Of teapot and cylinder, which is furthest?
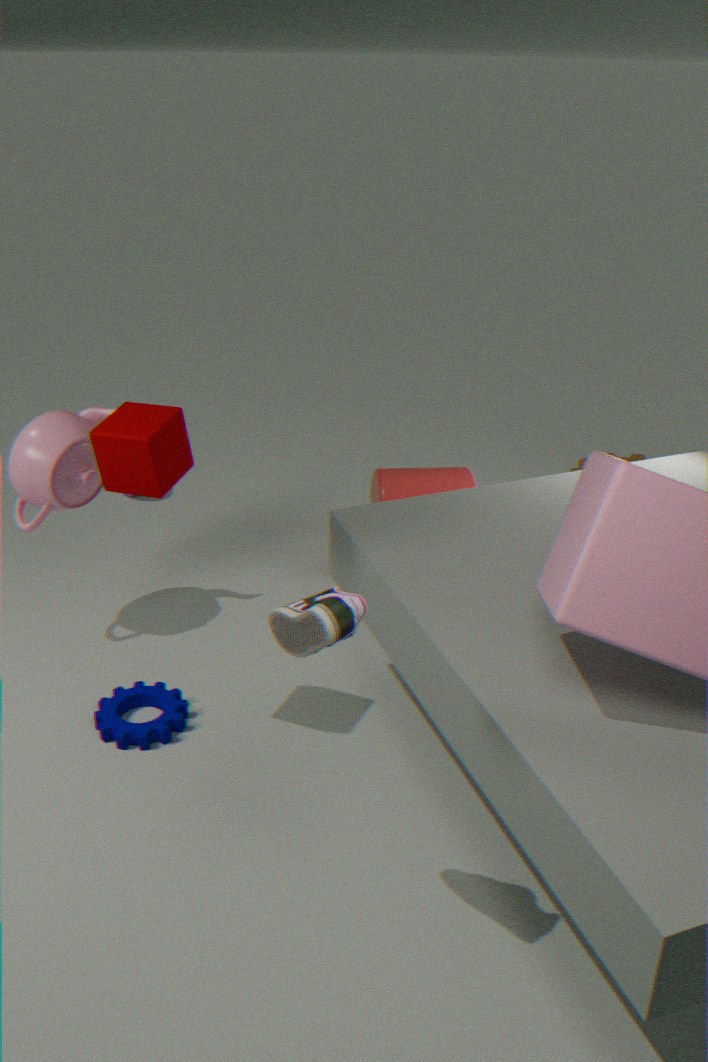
cylinder
